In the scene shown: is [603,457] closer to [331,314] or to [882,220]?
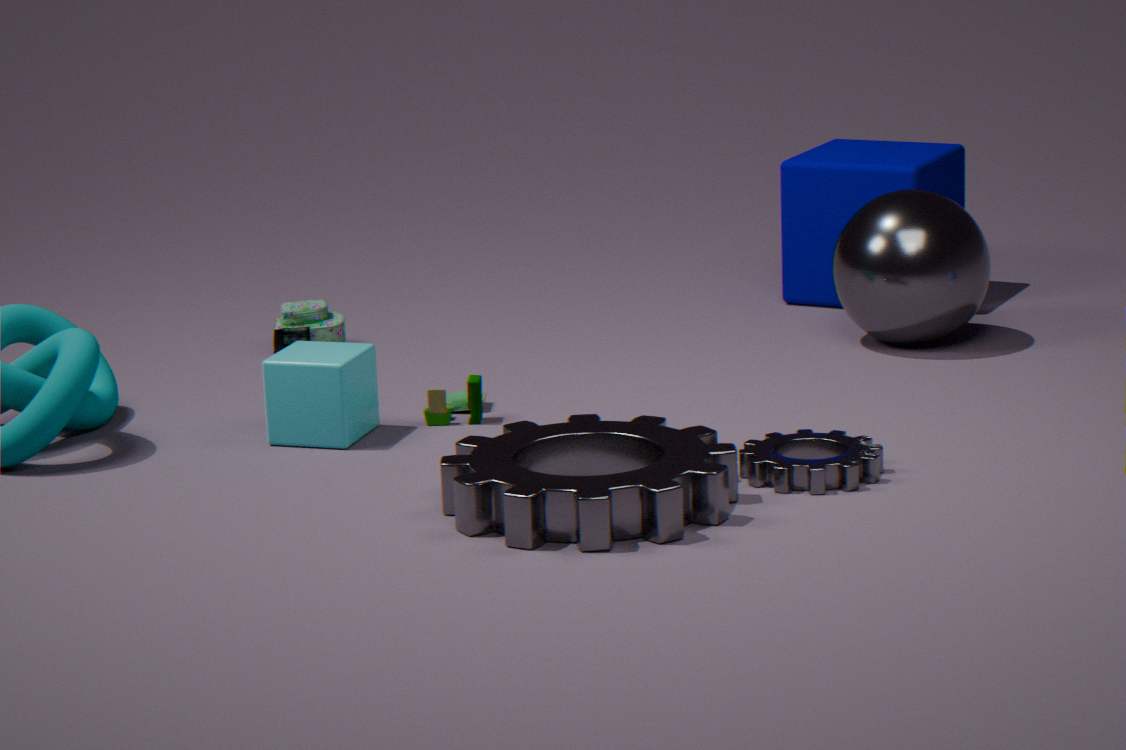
[882,220]
